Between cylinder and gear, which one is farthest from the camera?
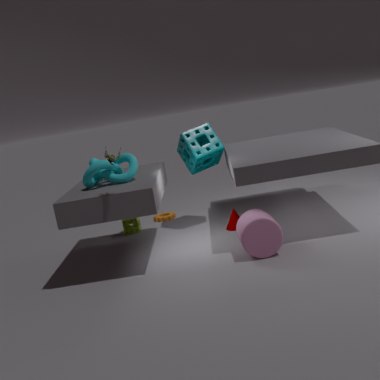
gear
